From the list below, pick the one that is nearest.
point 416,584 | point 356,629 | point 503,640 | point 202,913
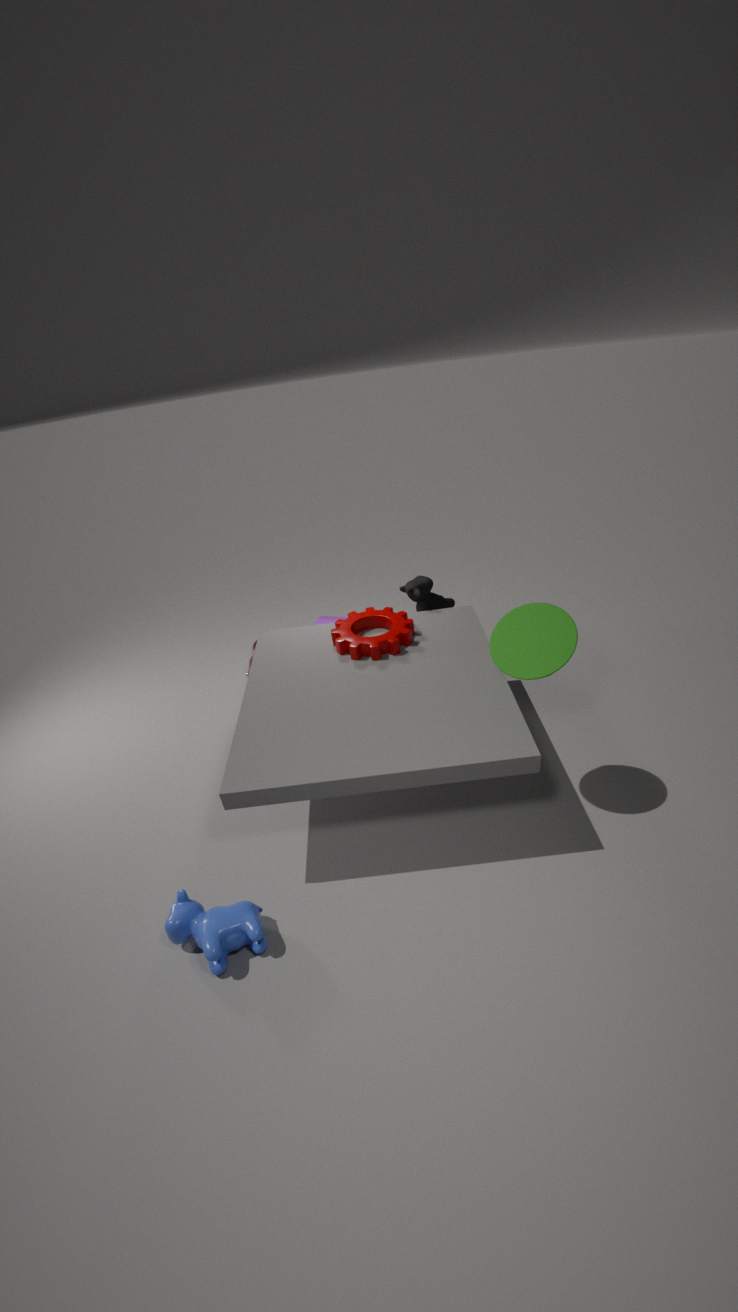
point 202,913
